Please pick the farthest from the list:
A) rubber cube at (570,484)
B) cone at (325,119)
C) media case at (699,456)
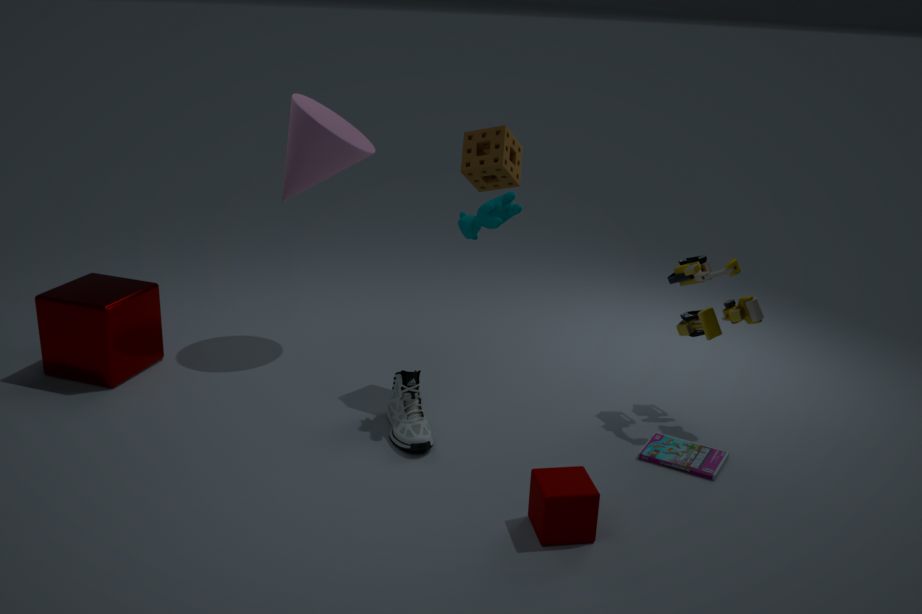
cone at (325,119)
